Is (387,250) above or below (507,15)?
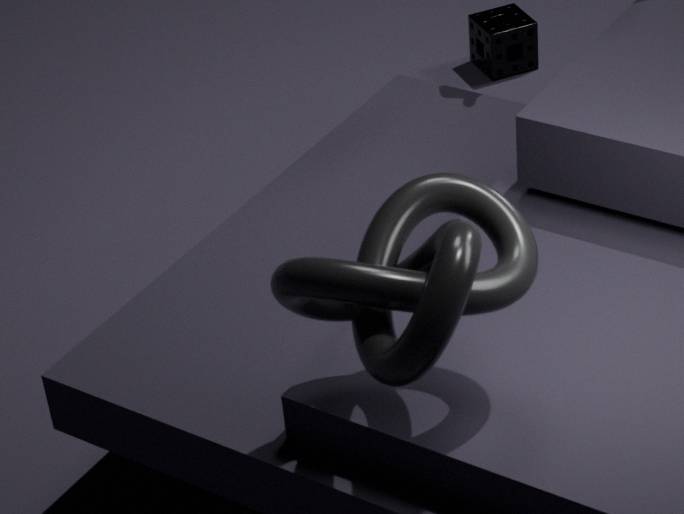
above
